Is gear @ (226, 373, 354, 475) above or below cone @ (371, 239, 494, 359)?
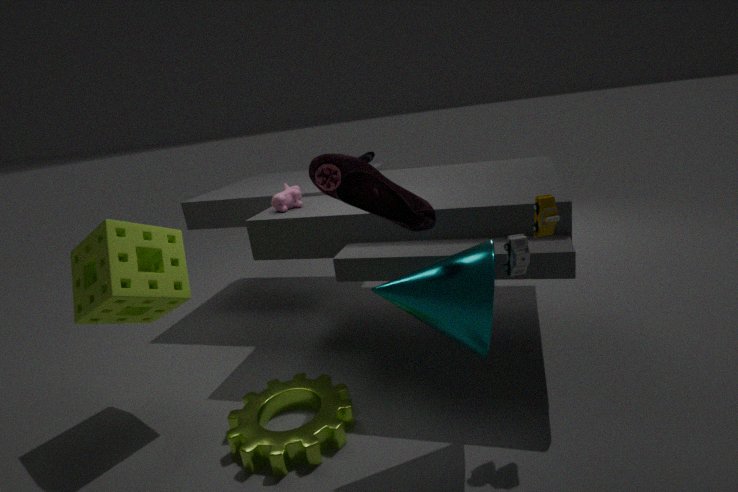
below
